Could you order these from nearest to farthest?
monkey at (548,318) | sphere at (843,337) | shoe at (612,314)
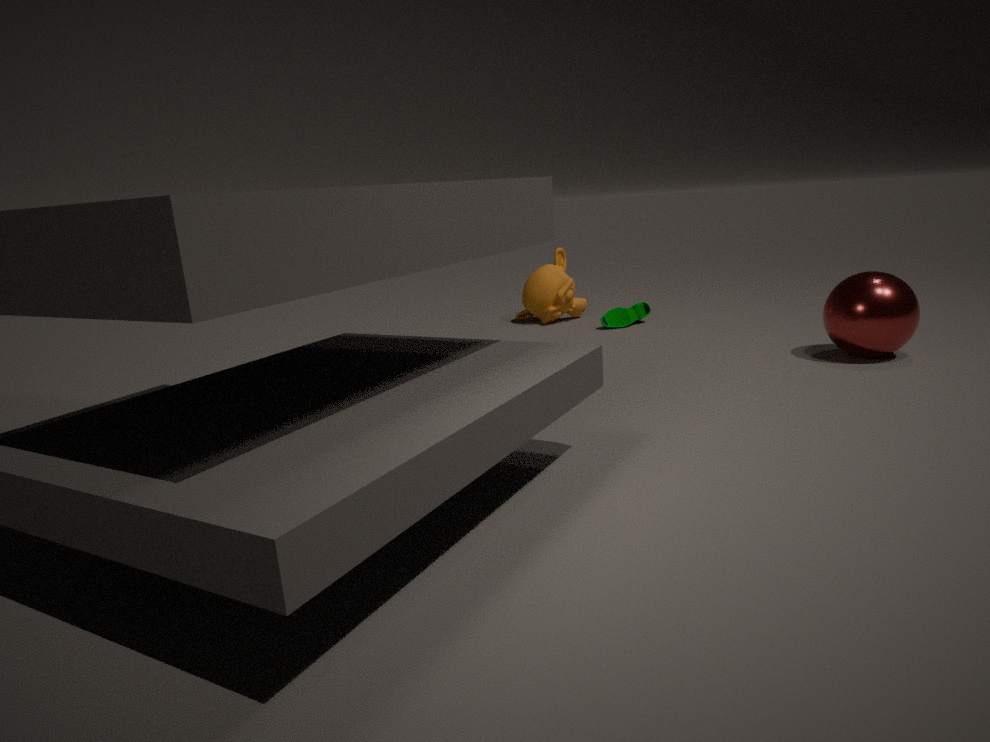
1. sphere at (843,337)
2. shoe at (612,314)
3. monkey at (548,318)
